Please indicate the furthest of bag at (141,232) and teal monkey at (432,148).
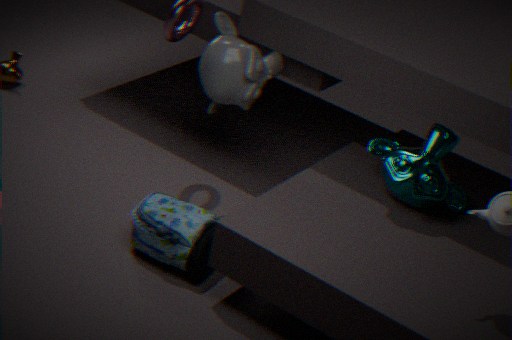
bag at (141,232)
